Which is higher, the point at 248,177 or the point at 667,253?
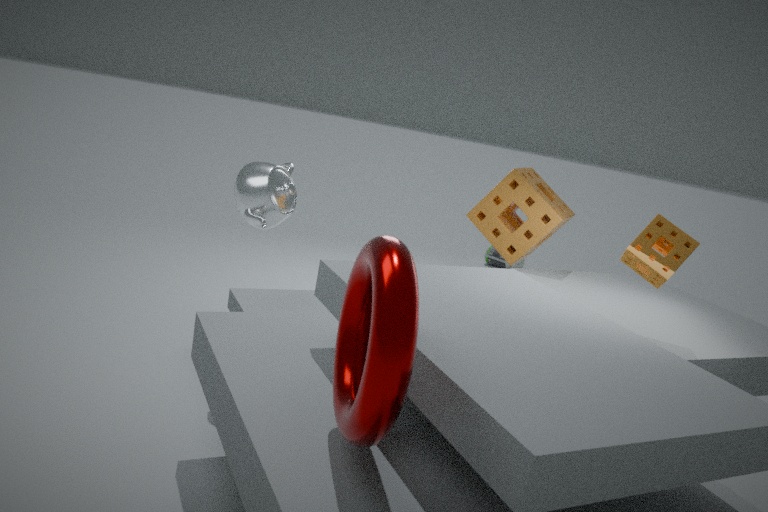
the point at 667,253
